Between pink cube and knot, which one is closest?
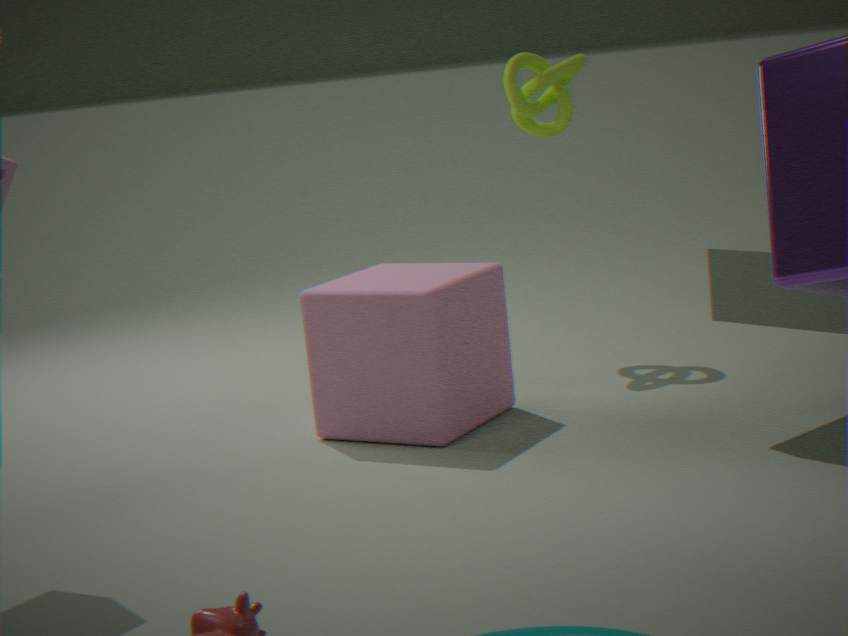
pink cube
